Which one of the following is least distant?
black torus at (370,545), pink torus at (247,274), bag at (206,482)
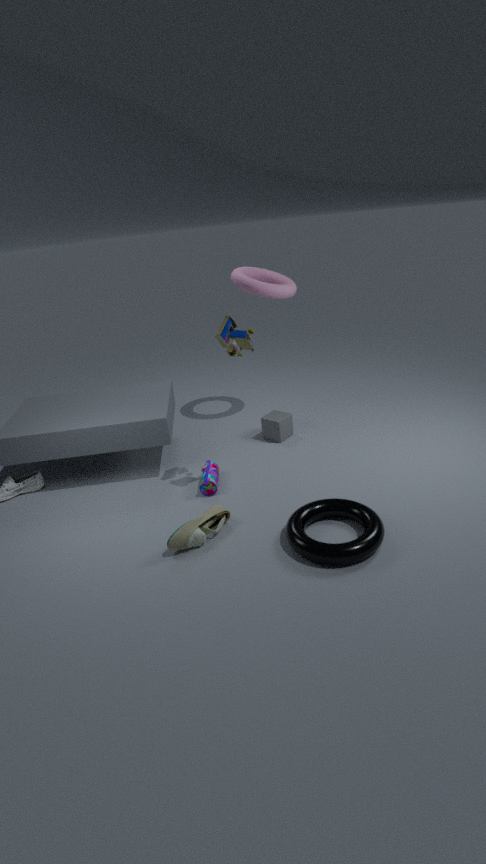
black torus at (370,545)
